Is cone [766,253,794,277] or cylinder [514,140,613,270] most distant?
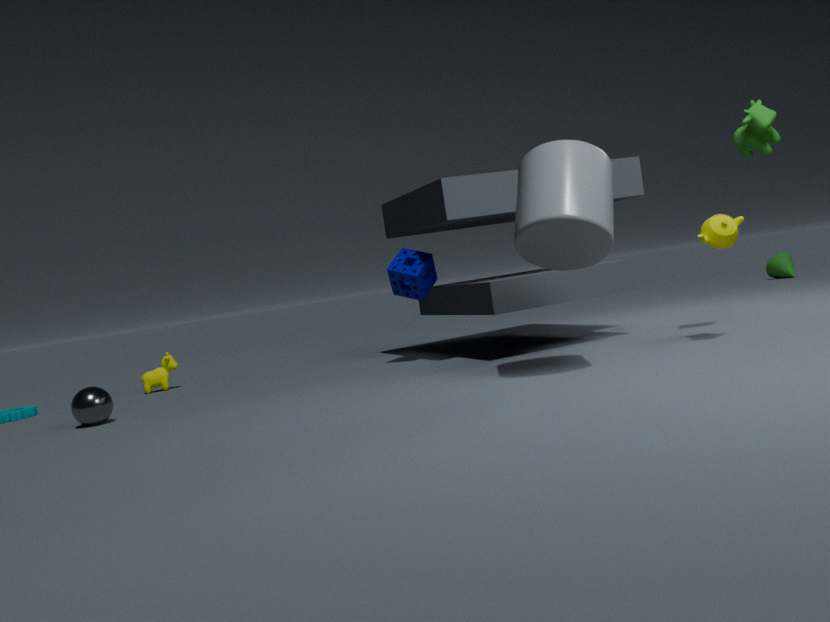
cone [766,253,794,277]
